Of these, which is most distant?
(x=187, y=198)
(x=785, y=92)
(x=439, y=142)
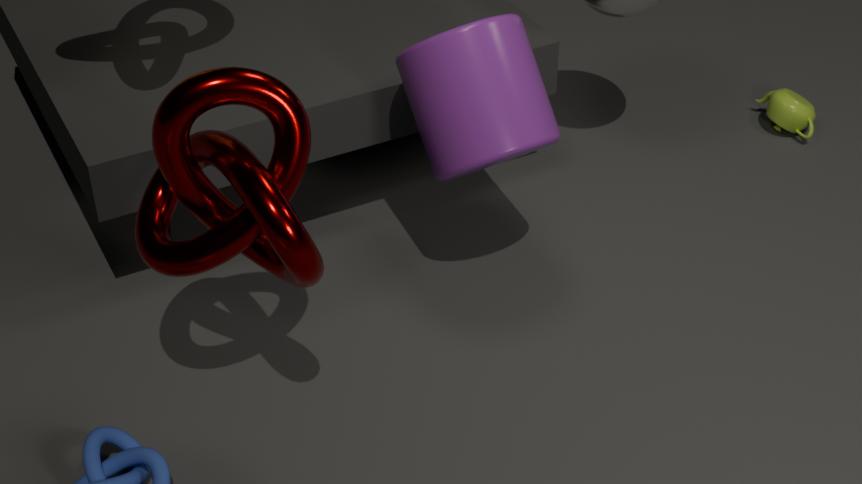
(x=785, y=92)
